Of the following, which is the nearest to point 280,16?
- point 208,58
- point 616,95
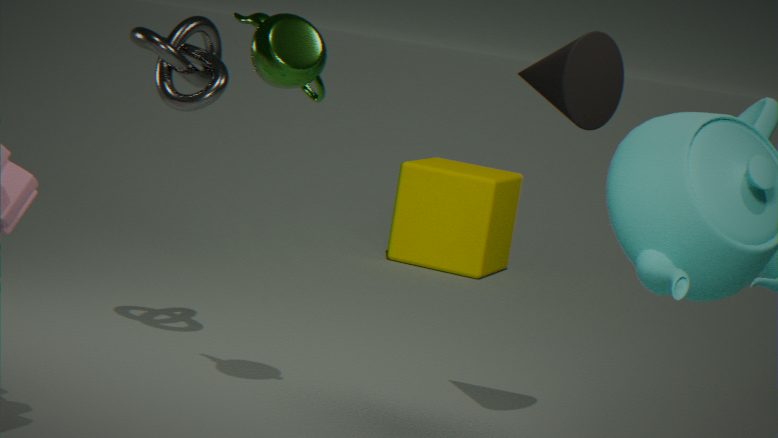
point 208,58
